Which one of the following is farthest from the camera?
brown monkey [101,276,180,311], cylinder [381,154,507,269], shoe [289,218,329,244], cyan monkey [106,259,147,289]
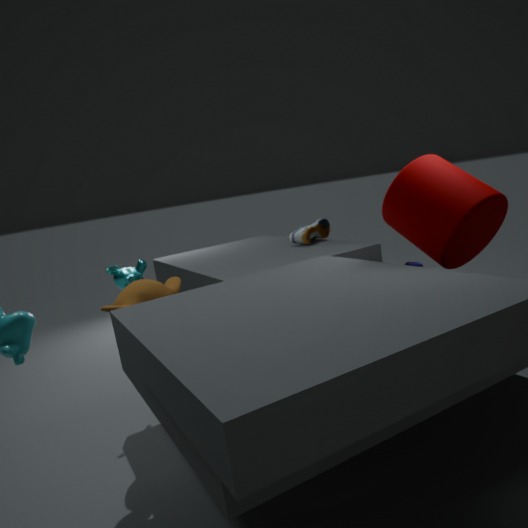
shoe [289,218,329,244]
